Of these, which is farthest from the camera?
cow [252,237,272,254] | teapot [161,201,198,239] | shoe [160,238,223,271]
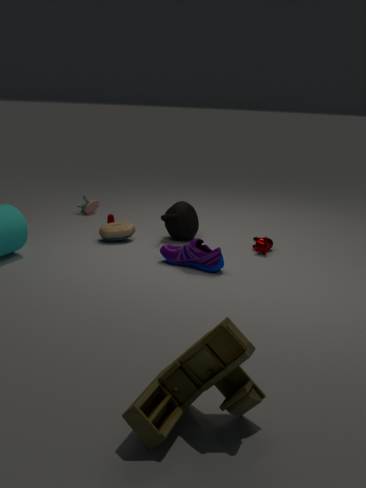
teapot [161,201,198,239]
